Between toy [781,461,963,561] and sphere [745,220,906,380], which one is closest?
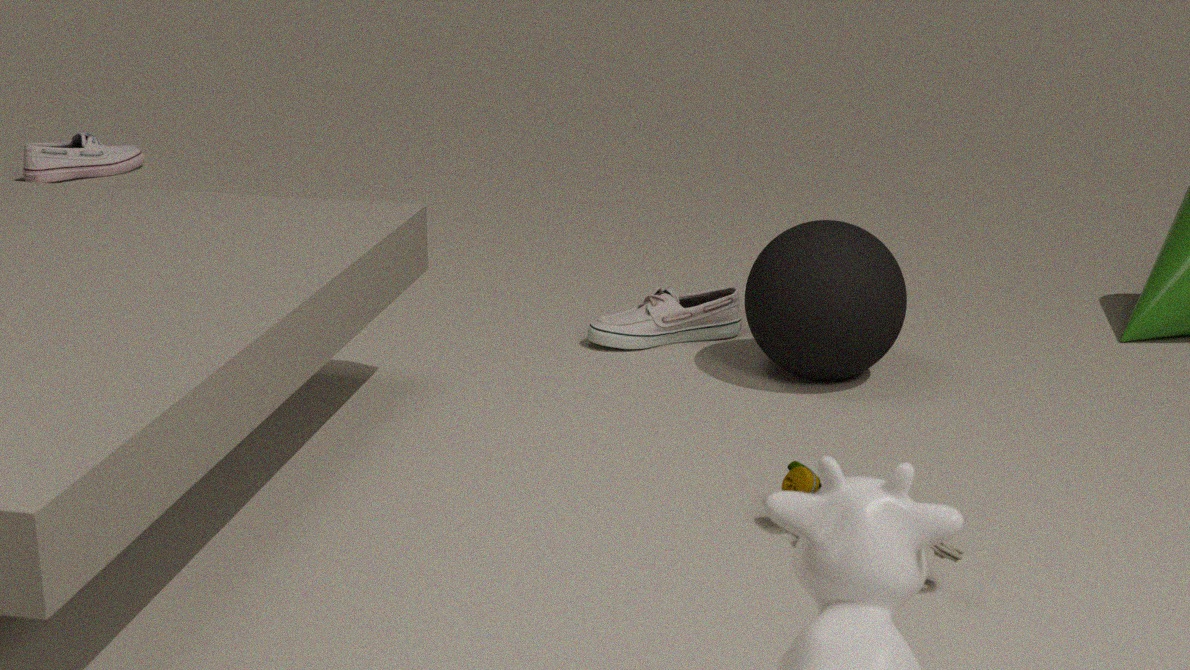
toy [781,461,963,561]
